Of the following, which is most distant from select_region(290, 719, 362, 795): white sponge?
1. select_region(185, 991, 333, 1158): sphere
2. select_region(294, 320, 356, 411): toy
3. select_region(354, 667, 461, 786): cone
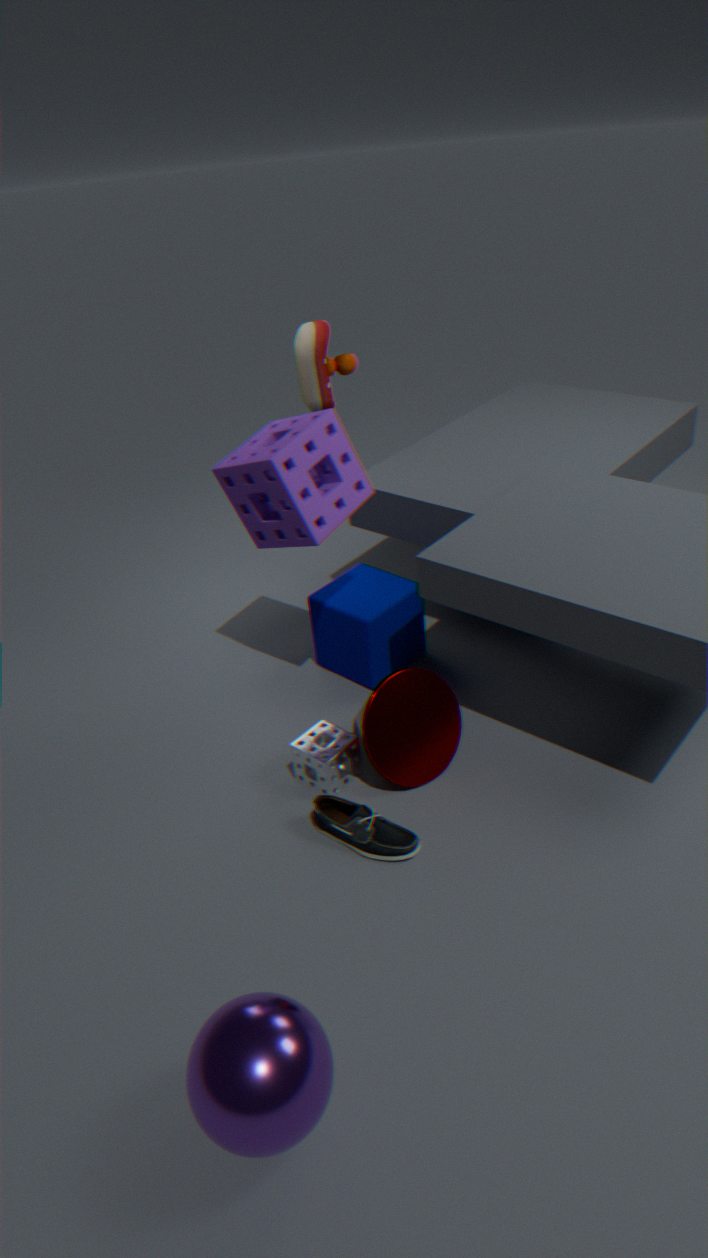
select_region(294, 320, 356, 411): toy
